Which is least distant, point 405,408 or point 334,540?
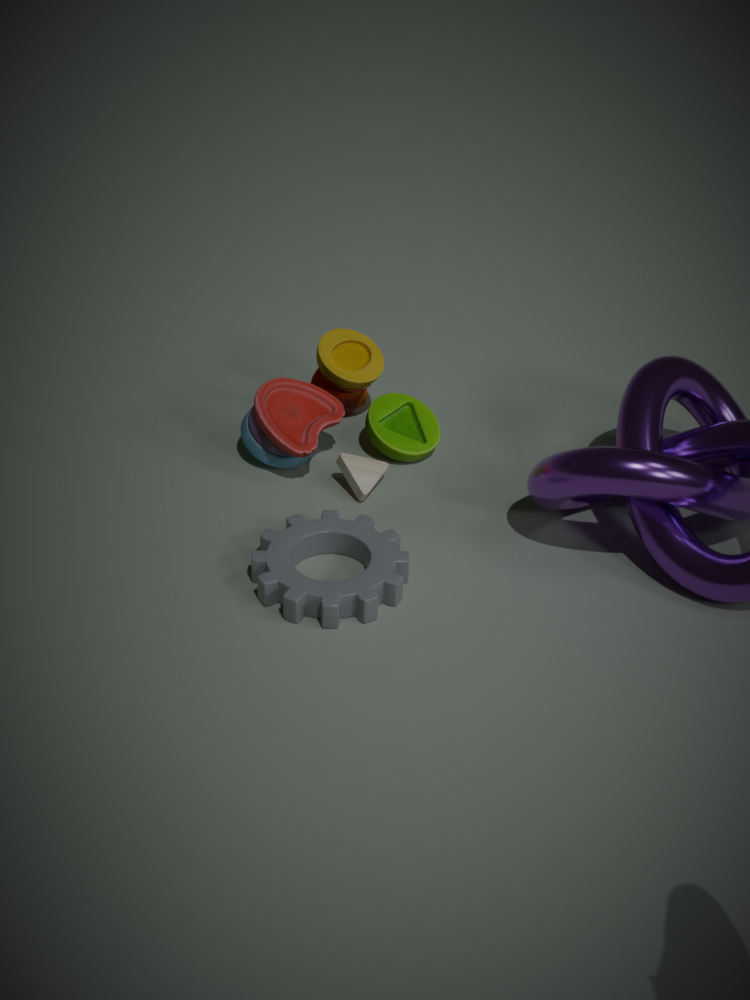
point 334,540
